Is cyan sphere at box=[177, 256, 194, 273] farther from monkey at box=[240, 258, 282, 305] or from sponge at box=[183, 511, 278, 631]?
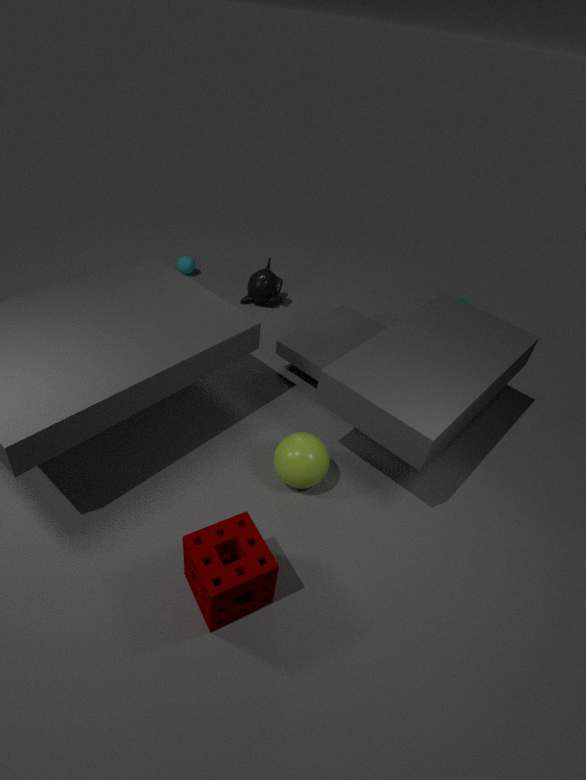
sponge at box=[183, 511, 278, 631]
